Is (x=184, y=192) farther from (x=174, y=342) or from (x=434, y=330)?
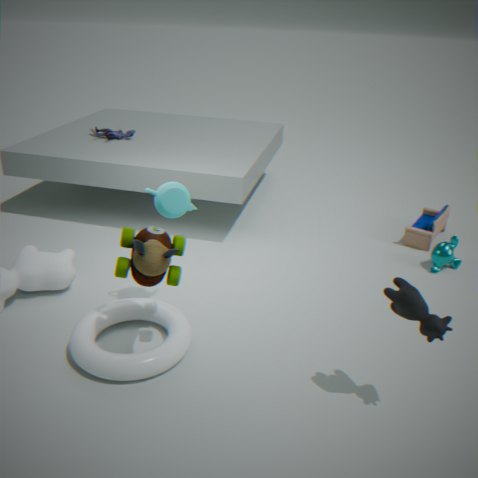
(x=434, y=330)
